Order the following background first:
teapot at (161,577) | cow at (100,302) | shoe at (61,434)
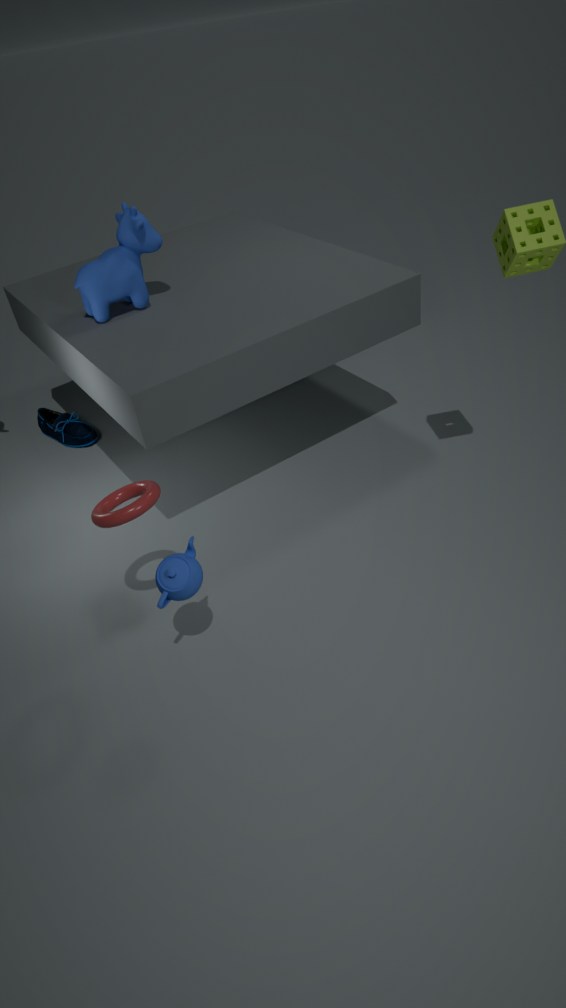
shoe at (61,434) → cow at (100,302) → teapot at (161,577)
